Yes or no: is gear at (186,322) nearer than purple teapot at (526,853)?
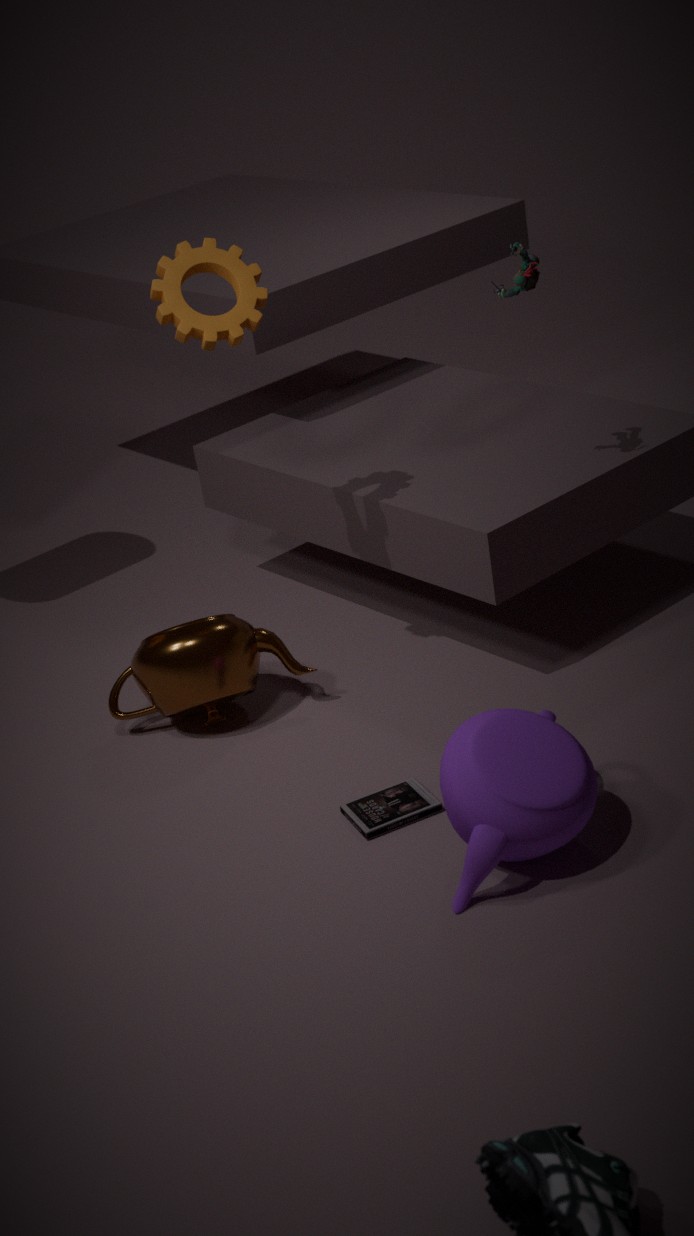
No
